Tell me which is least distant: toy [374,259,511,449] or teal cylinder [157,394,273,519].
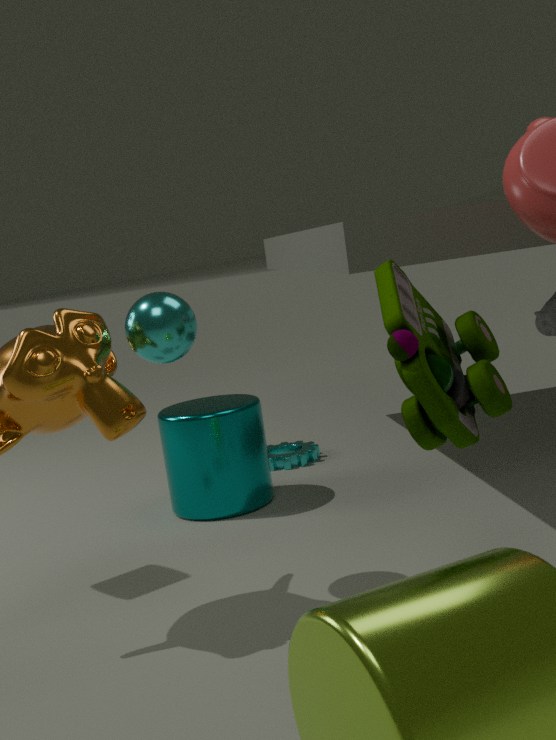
toy [374,259,511,449]
